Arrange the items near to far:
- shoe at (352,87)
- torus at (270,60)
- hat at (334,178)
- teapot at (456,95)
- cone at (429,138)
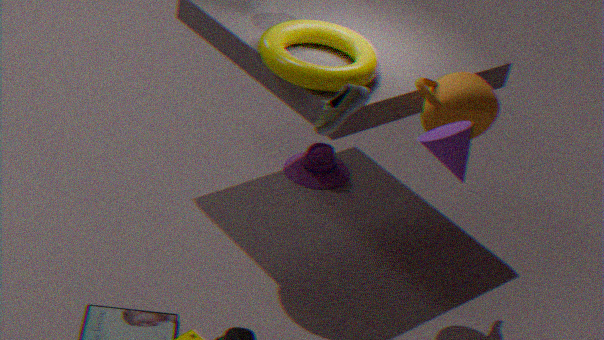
1. cone at (429,138)
2. shoe at (352,87)
3. teapot at (456,95)
4. torus at (270,60)
5. hat at (334,178)
